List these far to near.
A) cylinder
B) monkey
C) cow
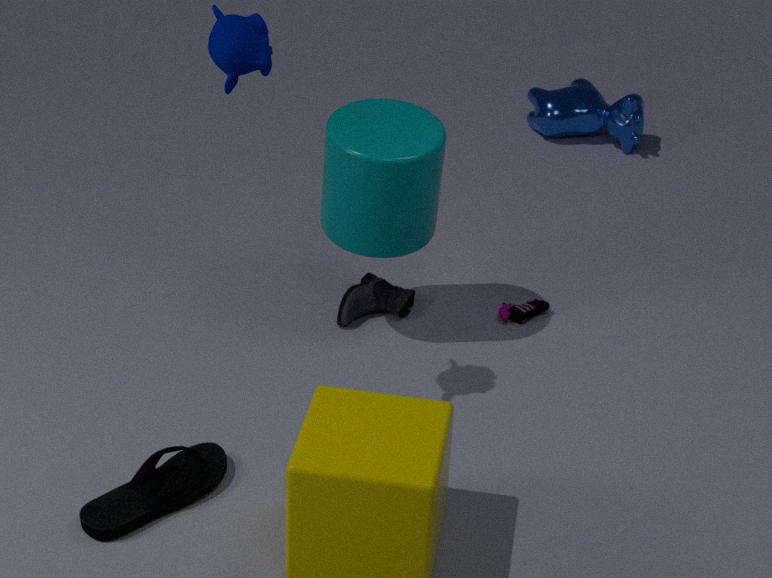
cow → cylinder → monkey
